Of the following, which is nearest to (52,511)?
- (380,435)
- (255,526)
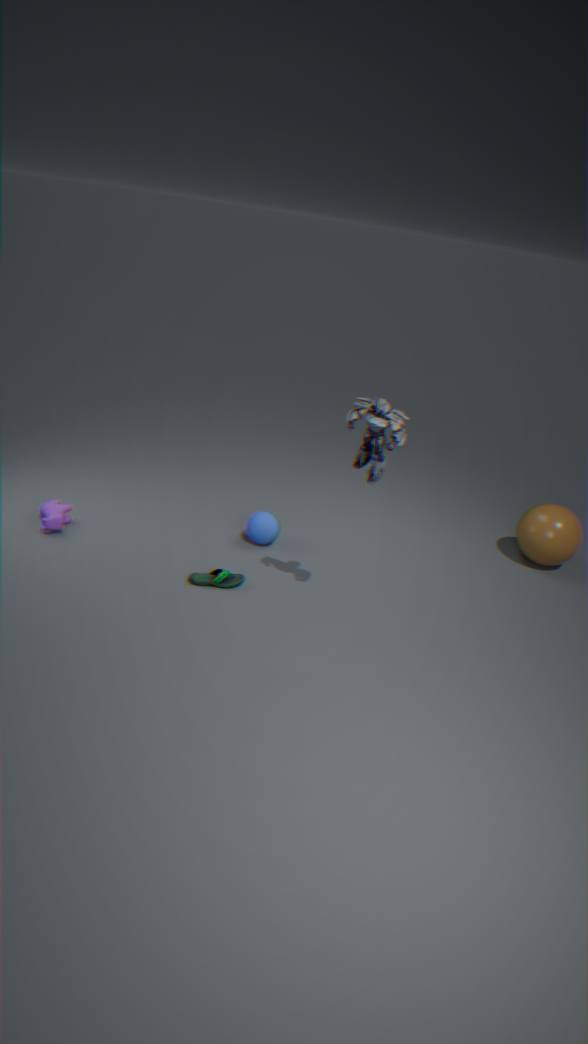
(255,526)
